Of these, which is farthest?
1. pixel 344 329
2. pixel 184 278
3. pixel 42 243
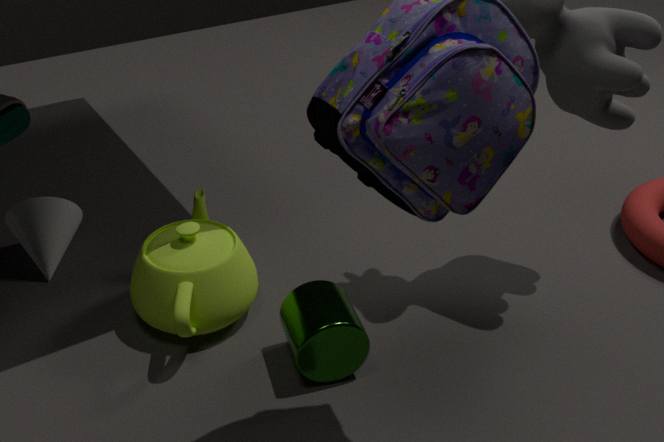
pixel 42 243
